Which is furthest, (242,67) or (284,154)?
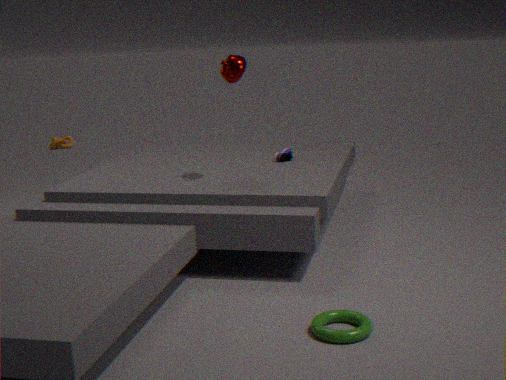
(284,154)
